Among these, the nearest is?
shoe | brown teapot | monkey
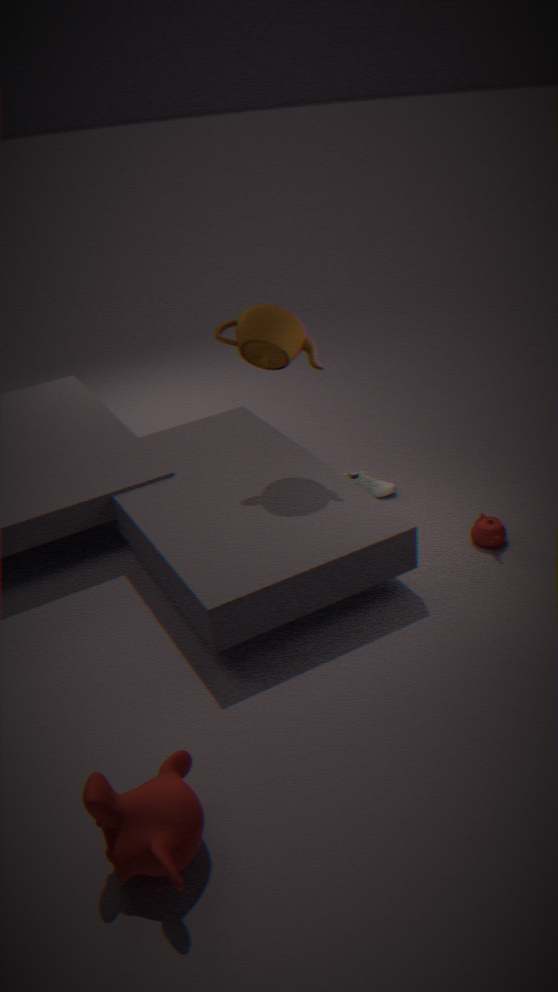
monkey
